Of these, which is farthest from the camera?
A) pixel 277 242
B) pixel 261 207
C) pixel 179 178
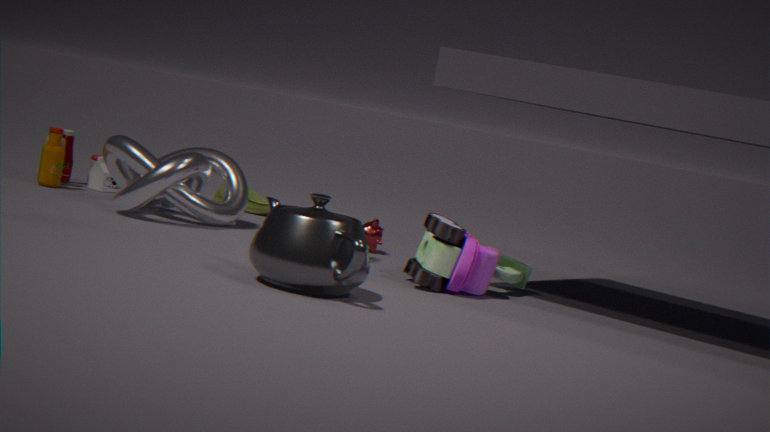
pixel 261 207
